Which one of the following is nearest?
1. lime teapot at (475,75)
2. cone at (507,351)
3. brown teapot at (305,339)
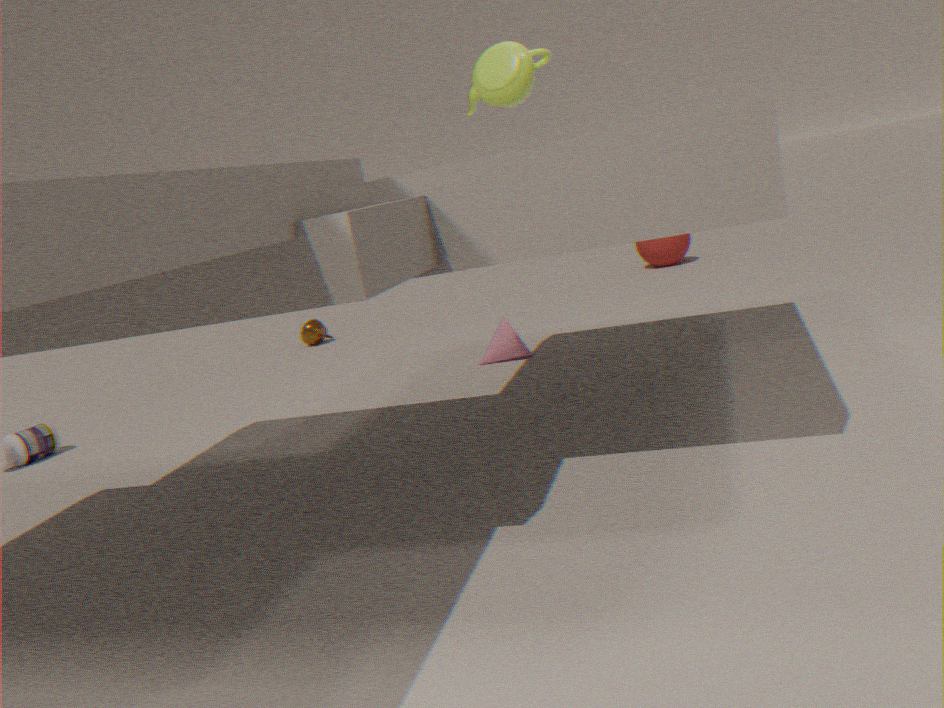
lime teapot at (475,75)
